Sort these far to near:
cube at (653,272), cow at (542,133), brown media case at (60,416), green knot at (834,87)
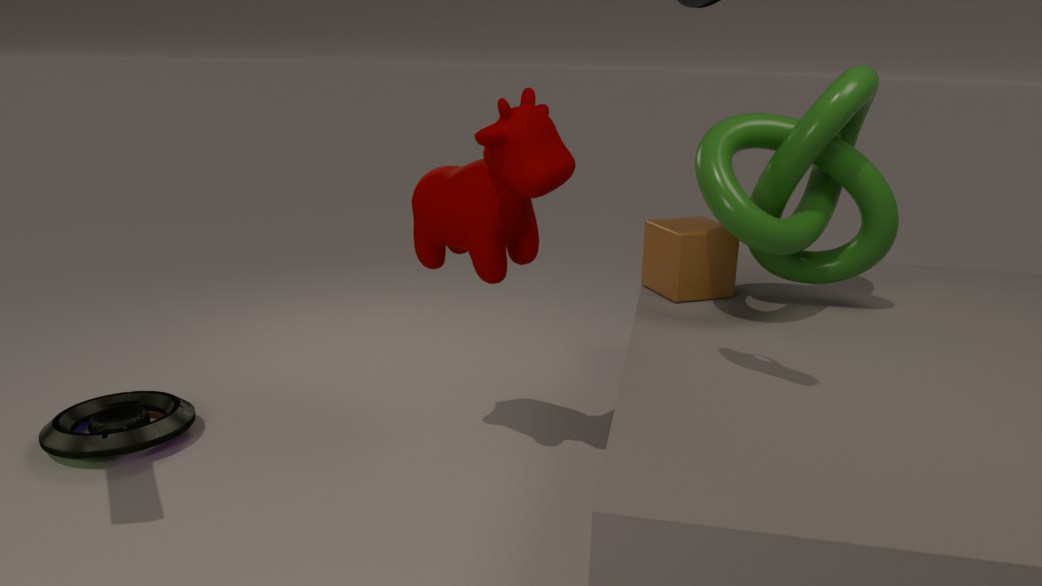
brown media case at (60,416) < cube at (653,272) < green knot at (834,87) < cow at (542,133)
